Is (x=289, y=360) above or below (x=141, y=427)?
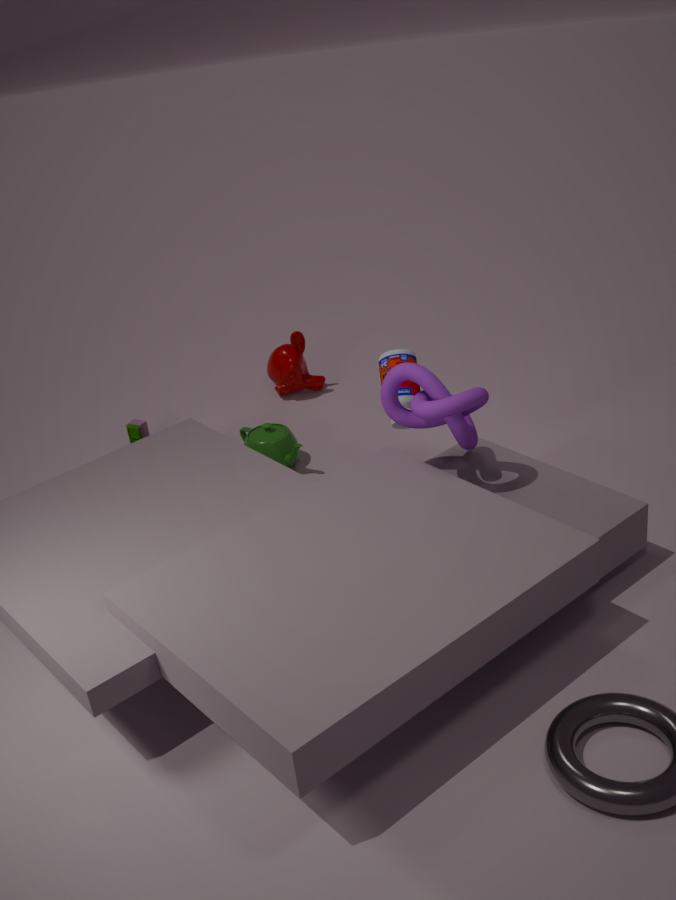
above
